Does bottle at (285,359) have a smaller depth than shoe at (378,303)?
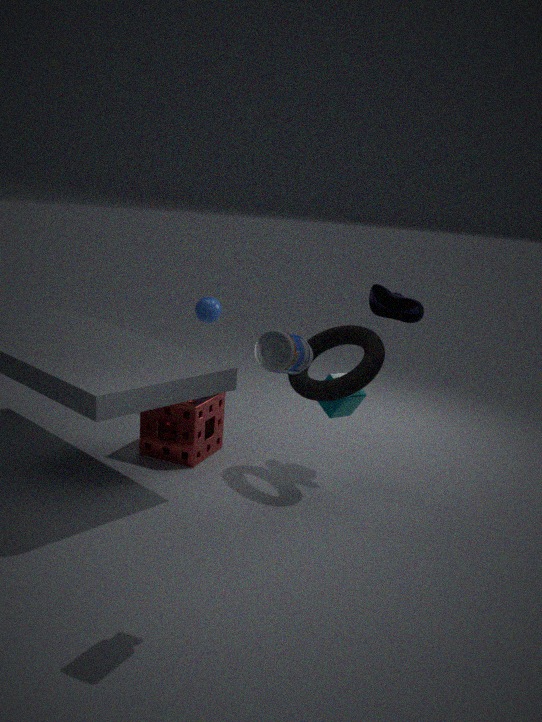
Yes
